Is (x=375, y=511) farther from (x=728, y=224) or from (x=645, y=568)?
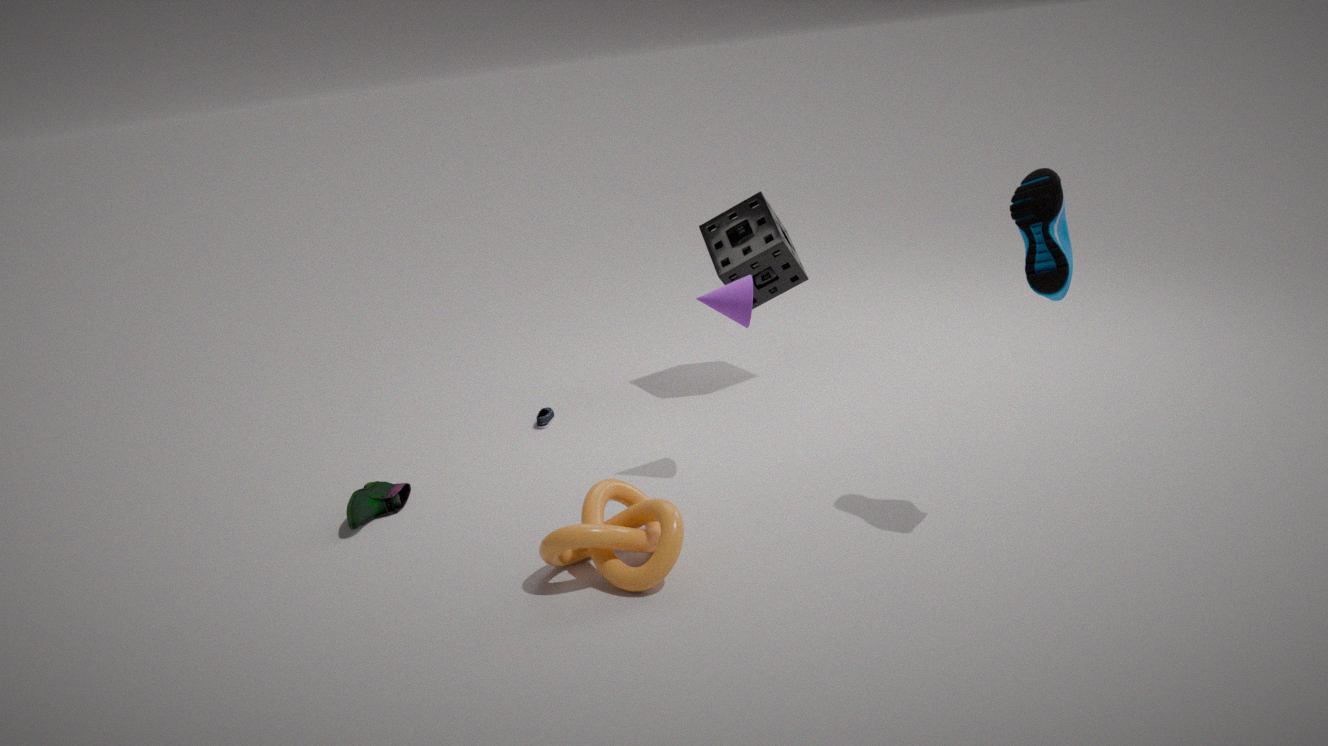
(x=728, y=224)
